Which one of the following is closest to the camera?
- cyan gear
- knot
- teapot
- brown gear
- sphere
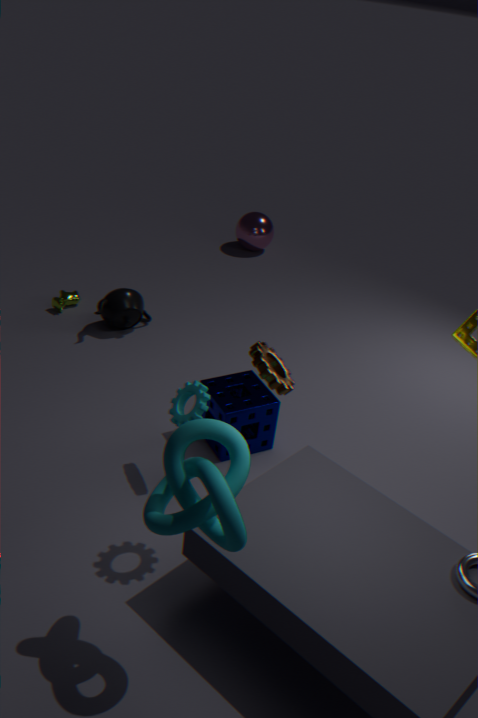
knot
